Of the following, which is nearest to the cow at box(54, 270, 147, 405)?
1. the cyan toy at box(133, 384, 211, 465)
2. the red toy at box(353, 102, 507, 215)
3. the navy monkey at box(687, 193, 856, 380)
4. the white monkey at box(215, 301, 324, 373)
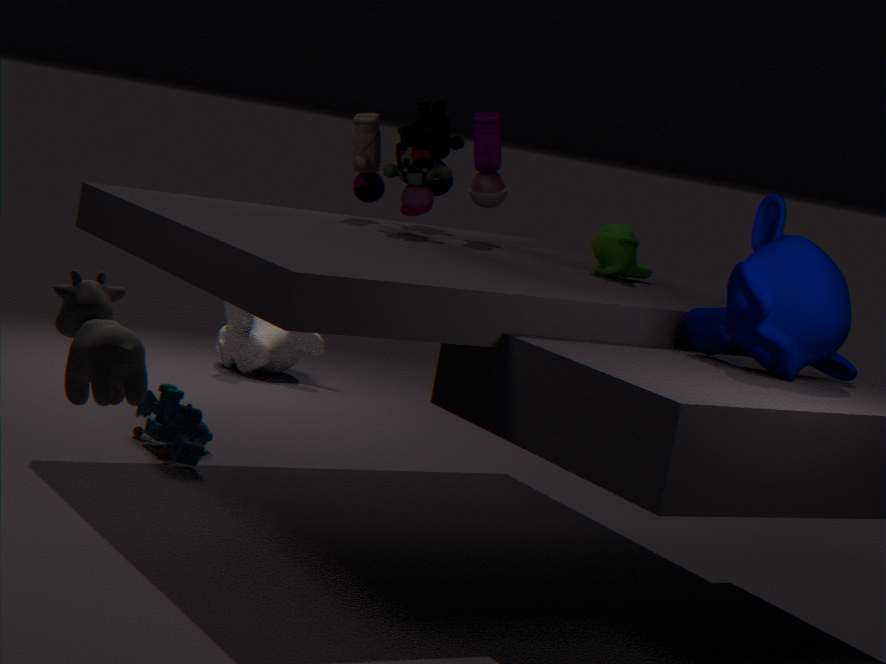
the navy monkey at box(687, 193, 856, 380)
